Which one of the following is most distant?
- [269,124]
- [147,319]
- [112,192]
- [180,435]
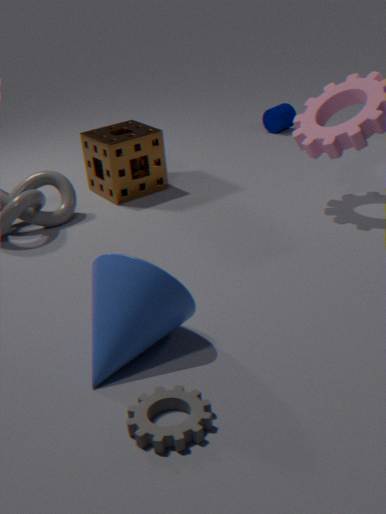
[269,124]
